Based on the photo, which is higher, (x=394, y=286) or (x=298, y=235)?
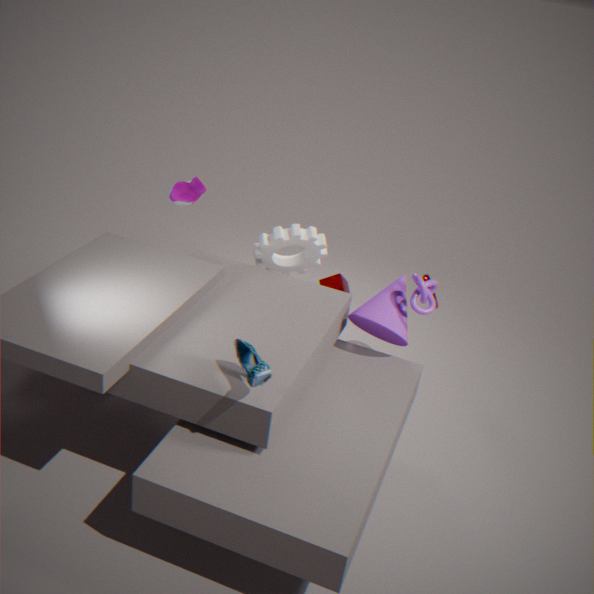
(x=298, y=235)
